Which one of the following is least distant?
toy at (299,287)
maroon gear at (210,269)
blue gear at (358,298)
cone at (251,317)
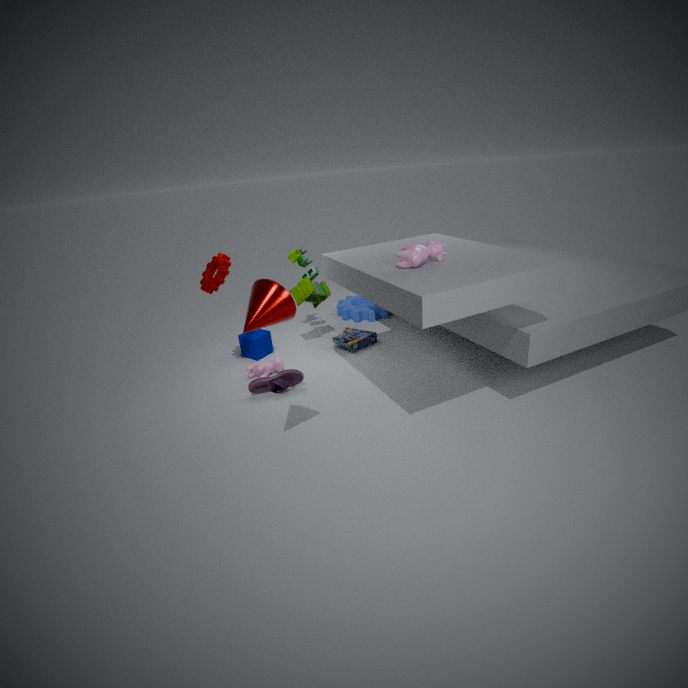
cone at (251,317)
